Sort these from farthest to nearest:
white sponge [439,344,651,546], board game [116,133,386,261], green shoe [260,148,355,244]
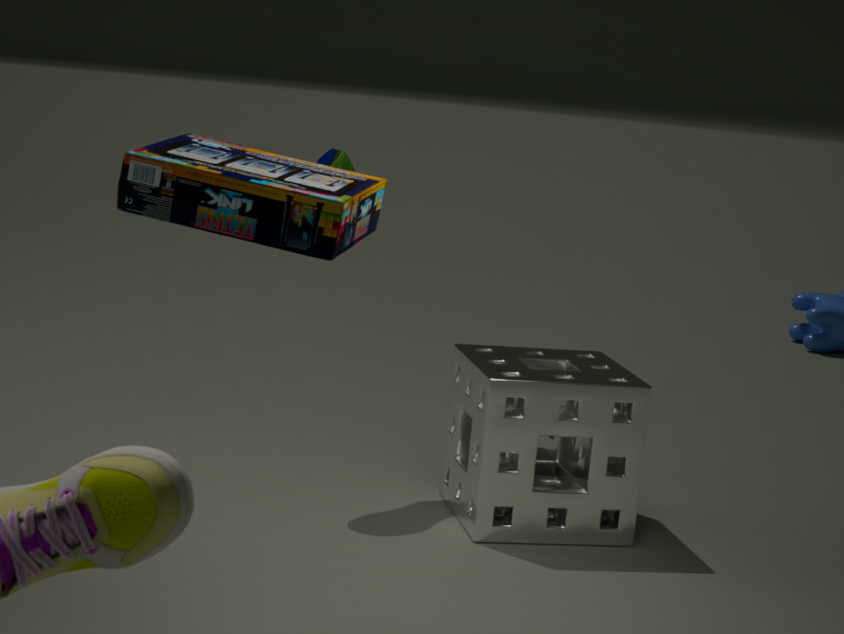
green shoe [260,148,355,244], white sponge [439,344,651,546], board game [116,133,386,261]
